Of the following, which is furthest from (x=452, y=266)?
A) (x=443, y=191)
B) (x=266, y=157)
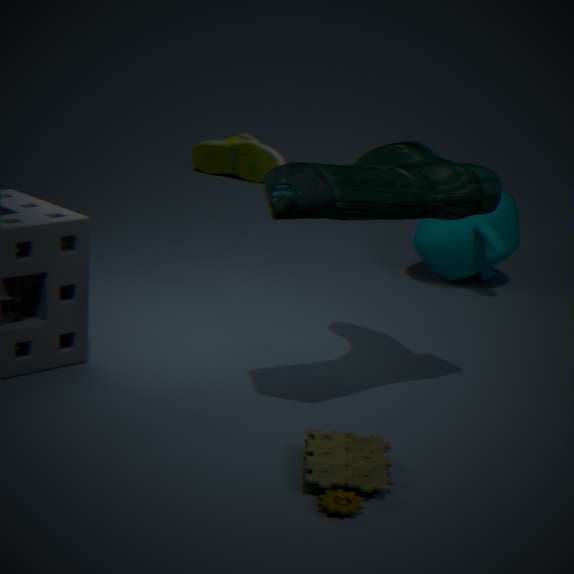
(x=266, y=157)
